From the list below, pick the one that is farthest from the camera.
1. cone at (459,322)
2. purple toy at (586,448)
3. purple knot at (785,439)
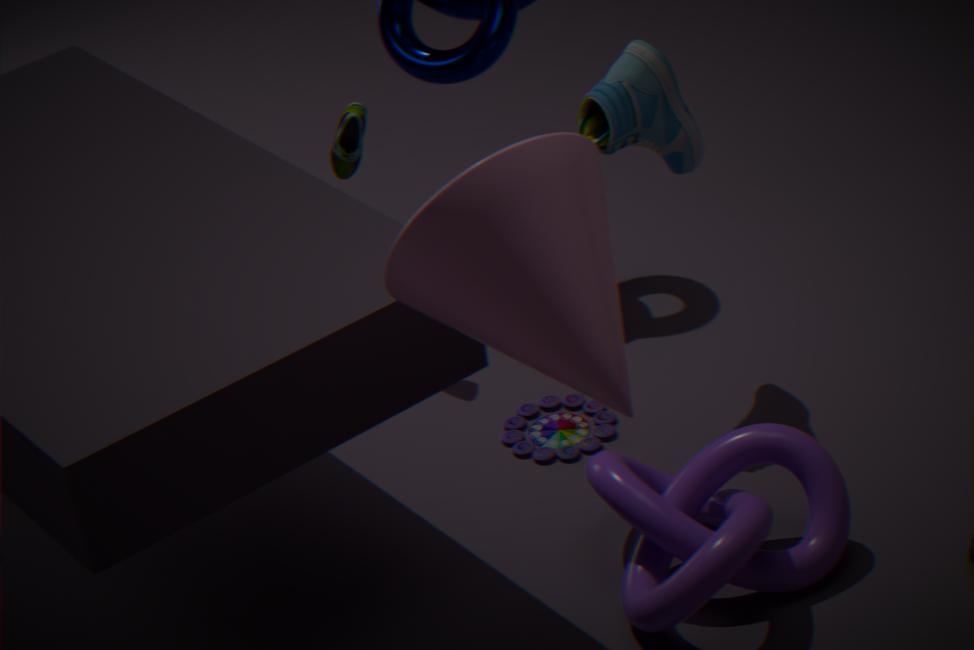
purple toy at (586,448)
